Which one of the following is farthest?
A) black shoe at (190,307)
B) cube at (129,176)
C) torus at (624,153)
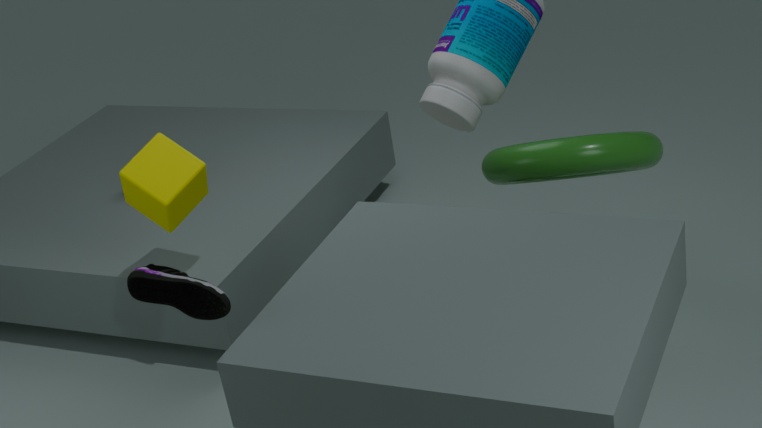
cube at (129,176)
